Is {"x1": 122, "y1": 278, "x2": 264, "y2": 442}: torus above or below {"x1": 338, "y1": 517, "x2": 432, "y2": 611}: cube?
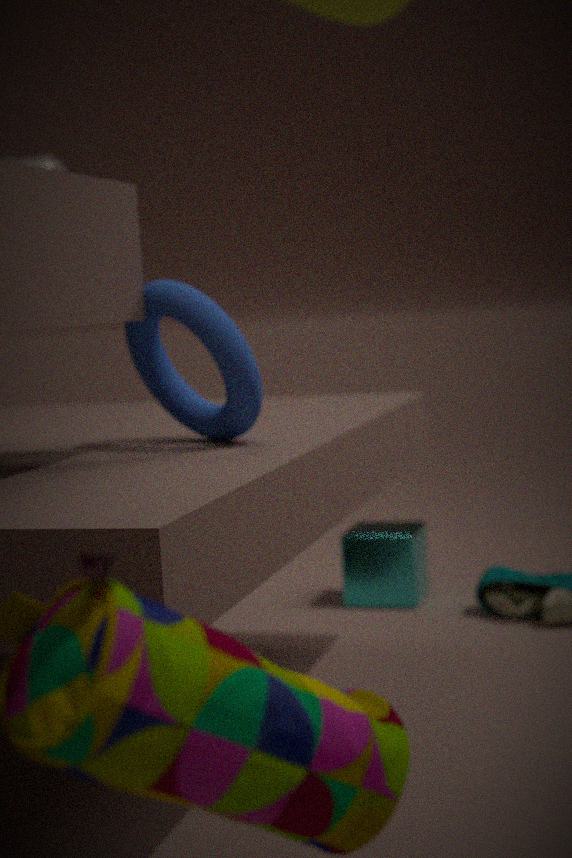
above
